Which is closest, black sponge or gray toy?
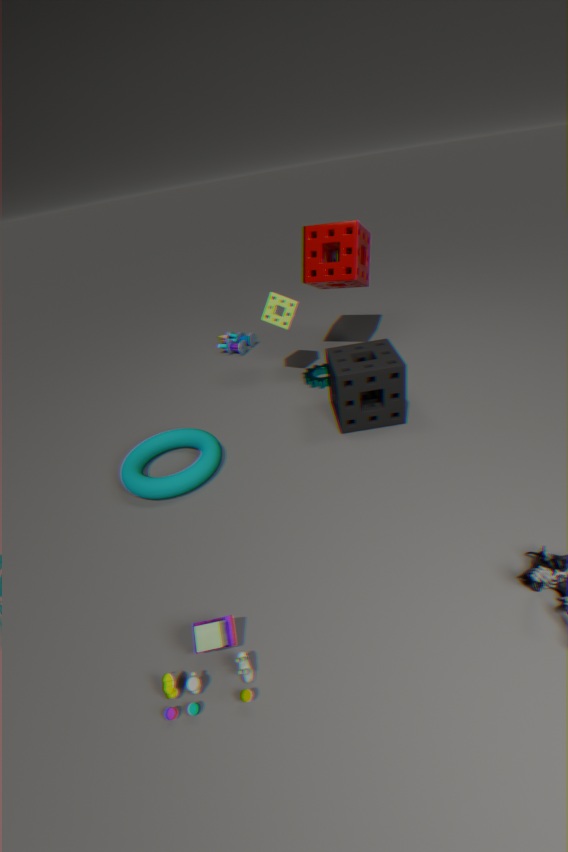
gray toy
